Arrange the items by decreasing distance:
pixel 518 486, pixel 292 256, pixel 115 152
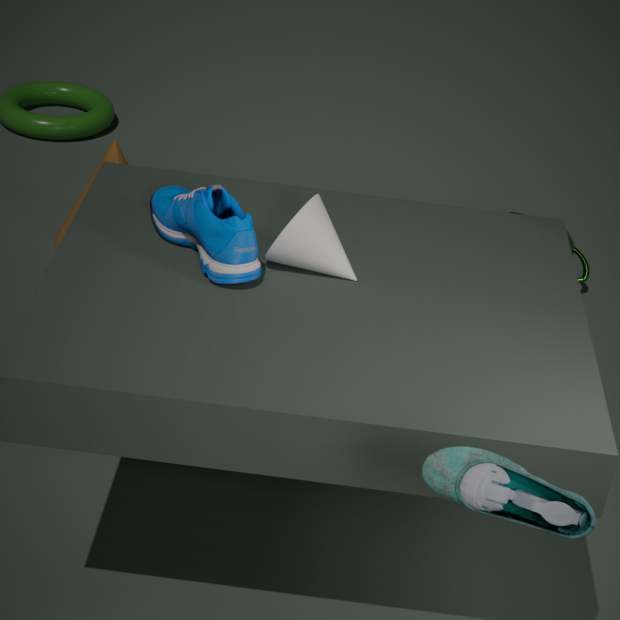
pixel 115 152 → pixel 292 256 → pixel 518 486
